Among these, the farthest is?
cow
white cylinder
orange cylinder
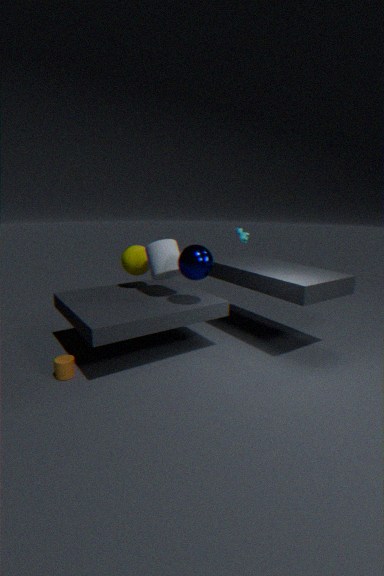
cow
